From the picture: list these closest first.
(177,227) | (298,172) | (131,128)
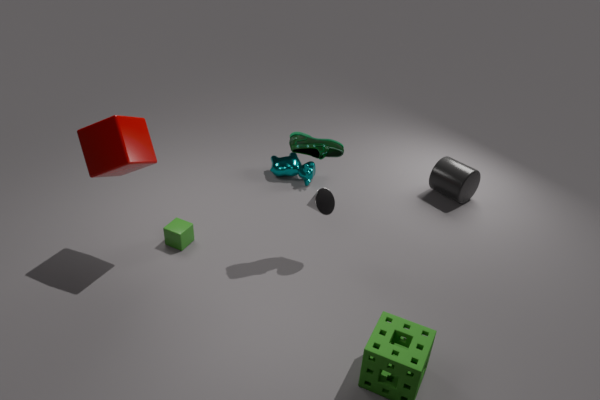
1. (131,128)
2. (177,227)
3. (298,172)
